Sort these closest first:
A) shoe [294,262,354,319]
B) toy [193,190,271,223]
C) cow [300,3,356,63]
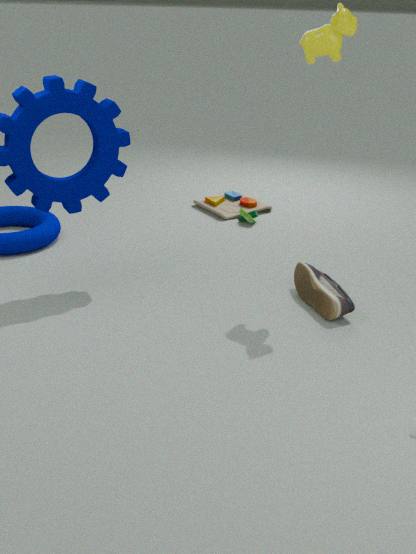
cow [300,3,356,63] → shoe [294,262,354,319] → toy [193,190,271,223]
